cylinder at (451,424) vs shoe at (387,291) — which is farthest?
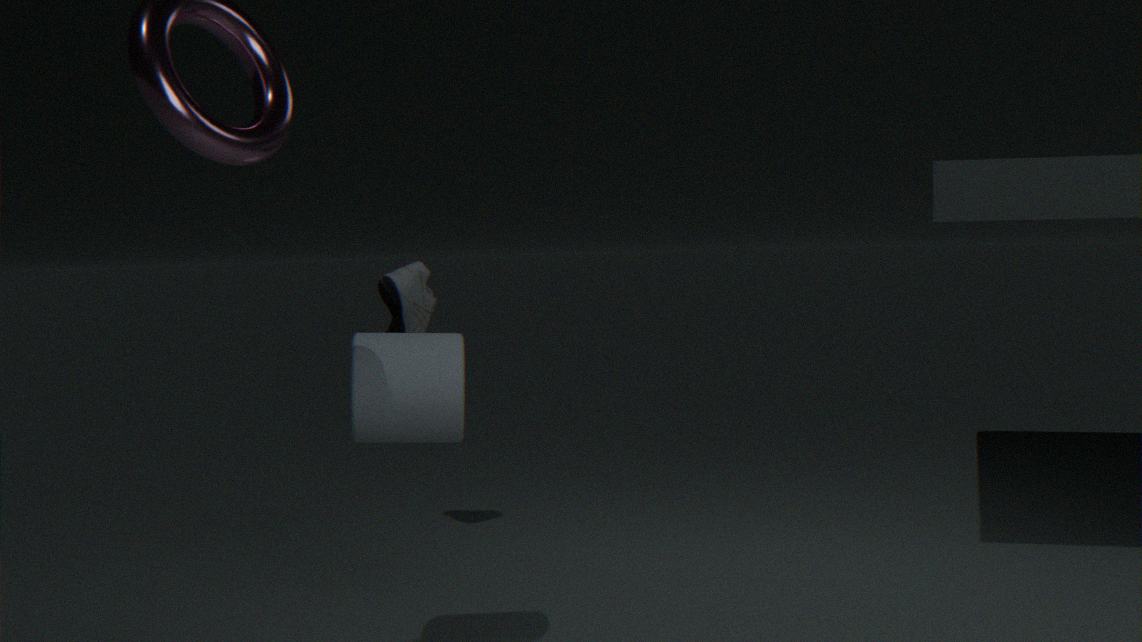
shoe at (387,291)
